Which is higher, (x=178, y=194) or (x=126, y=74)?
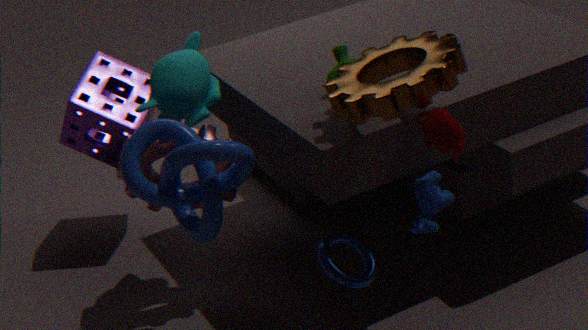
(x=178, y=194)
